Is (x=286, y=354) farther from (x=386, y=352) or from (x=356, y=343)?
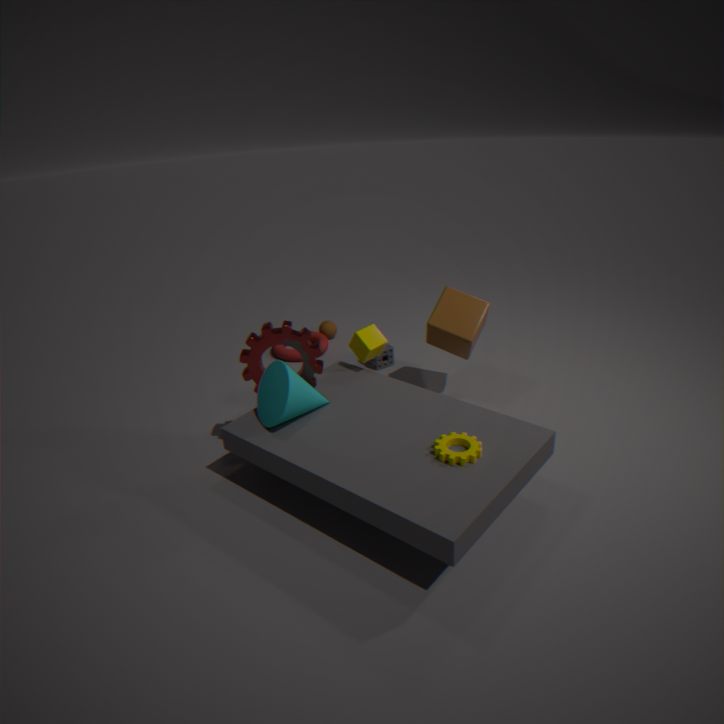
(x=356, y=343)
